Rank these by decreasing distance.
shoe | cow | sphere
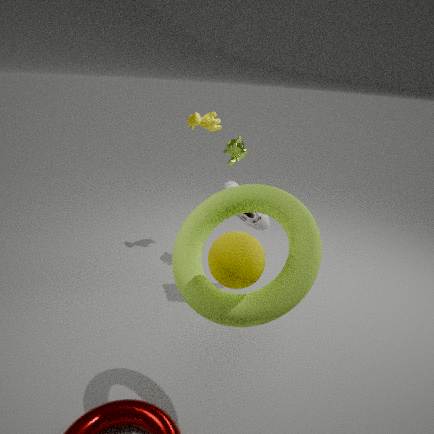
1. cow
2. shoe
3. sphere
